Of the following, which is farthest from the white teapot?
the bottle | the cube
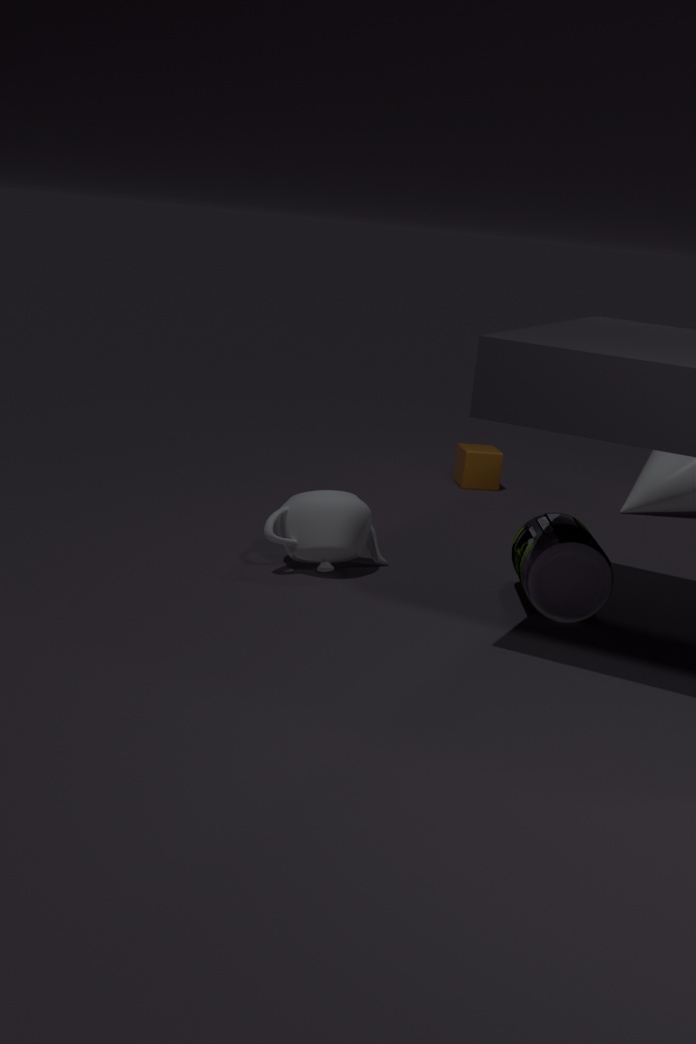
the cube
